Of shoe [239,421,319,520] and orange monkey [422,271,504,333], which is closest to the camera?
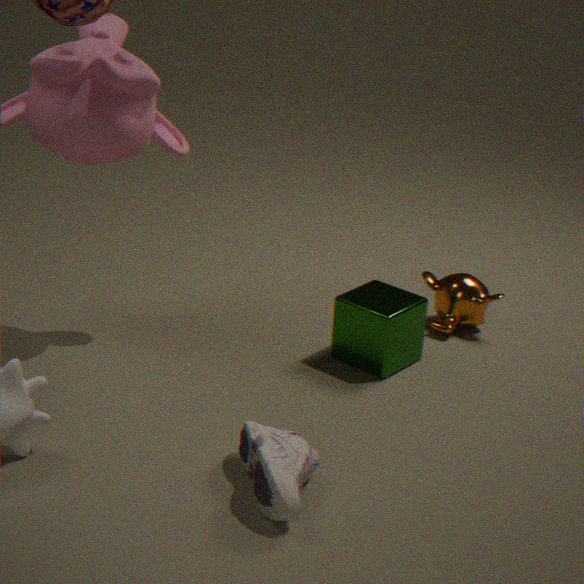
shoe [239,421,319,520]
